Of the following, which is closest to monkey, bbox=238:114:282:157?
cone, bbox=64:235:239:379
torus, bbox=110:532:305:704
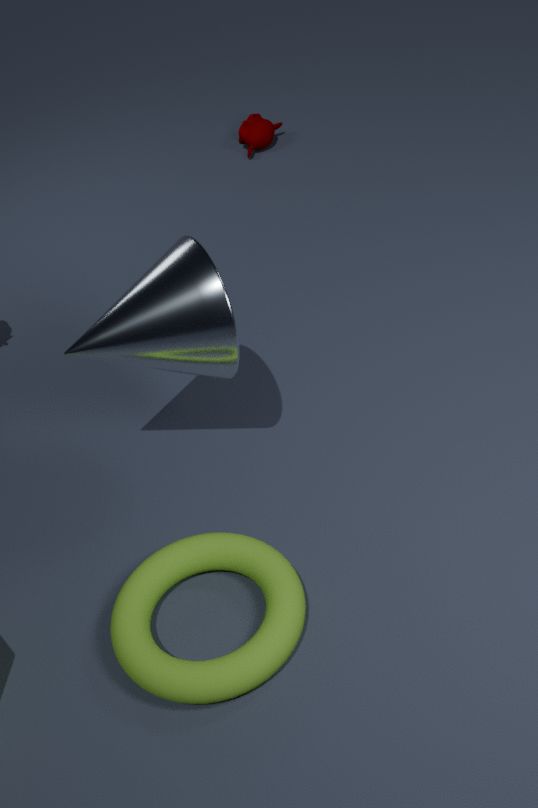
cone, bbox=64:235:239:379
